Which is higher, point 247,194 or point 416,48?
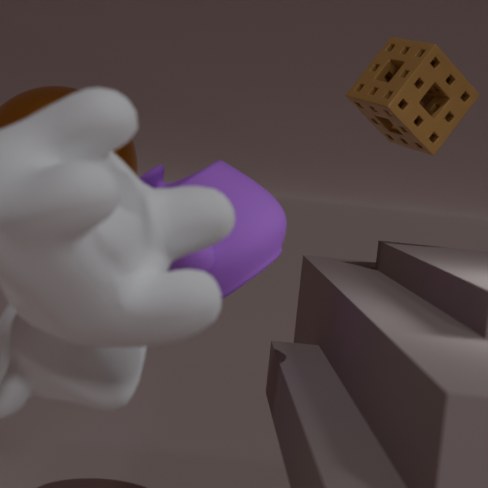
point 416,48
